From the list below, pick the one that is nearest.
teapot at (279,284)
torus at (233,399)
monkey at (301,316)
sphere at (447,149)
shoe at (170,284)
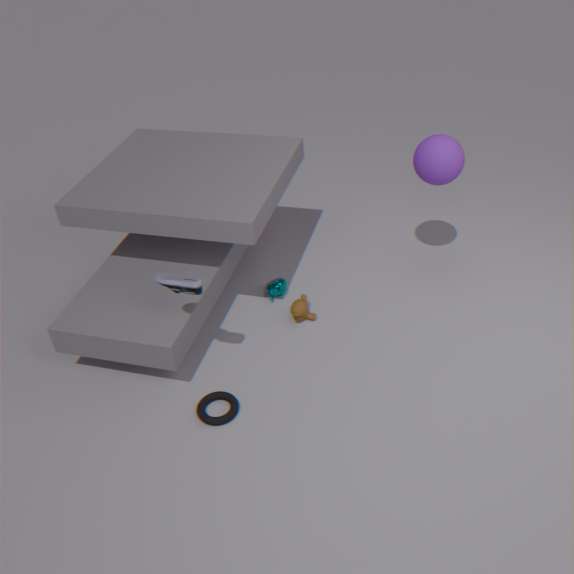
shoe at (170,284)
